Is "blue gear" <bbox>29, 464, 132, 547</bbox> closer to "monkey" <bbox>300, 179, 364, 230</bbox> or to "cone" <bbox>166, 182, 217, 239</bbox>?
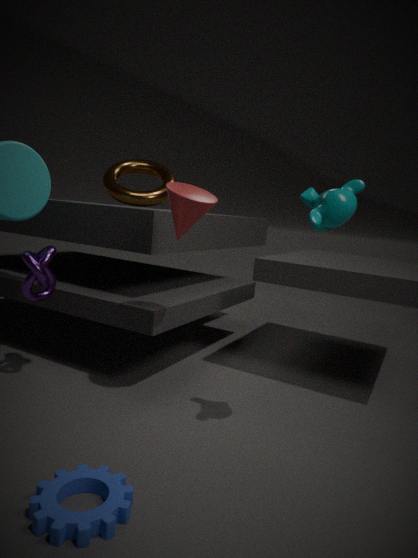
"cone" <bbox>166, 182, 217, 239</bbox>
